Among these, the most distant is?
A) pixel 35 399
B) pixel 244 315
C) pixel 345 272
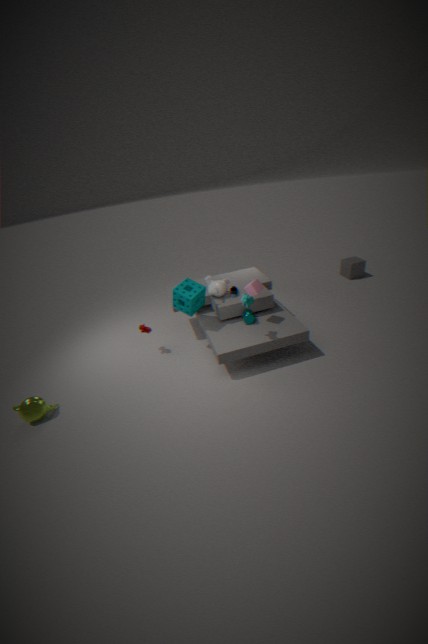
pixel 345 272
